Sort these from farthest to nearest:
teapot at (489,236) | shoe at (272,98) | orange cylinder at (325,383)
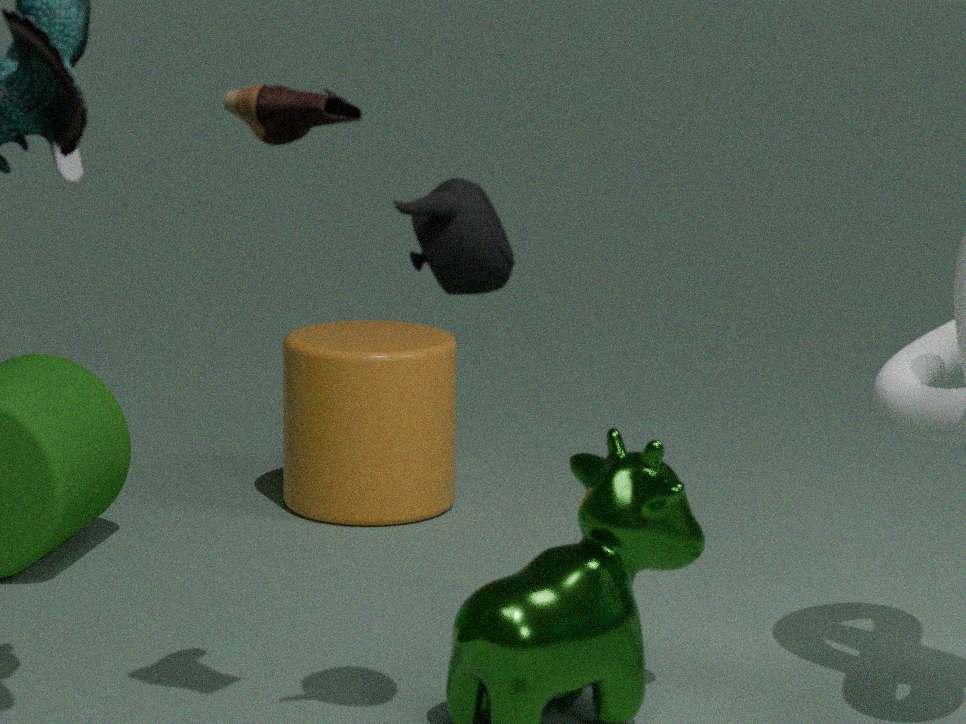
orange cylinder at (325,383) < teapot at (489,236) < shoe at (272,98)
